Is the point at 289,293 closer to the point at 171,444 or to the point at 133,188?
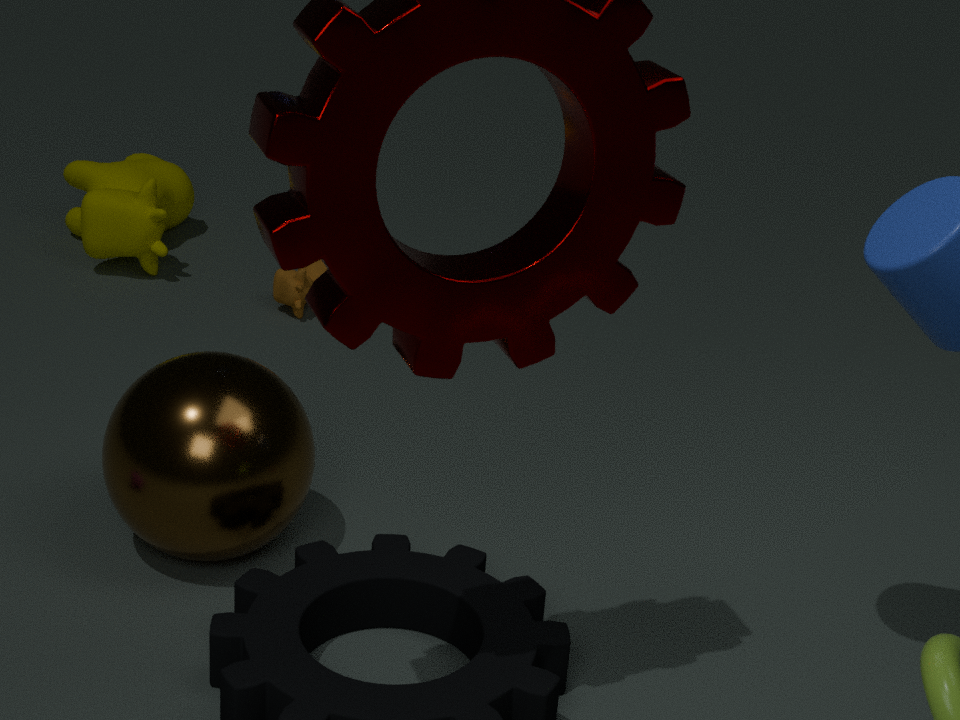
the point at 133,188
